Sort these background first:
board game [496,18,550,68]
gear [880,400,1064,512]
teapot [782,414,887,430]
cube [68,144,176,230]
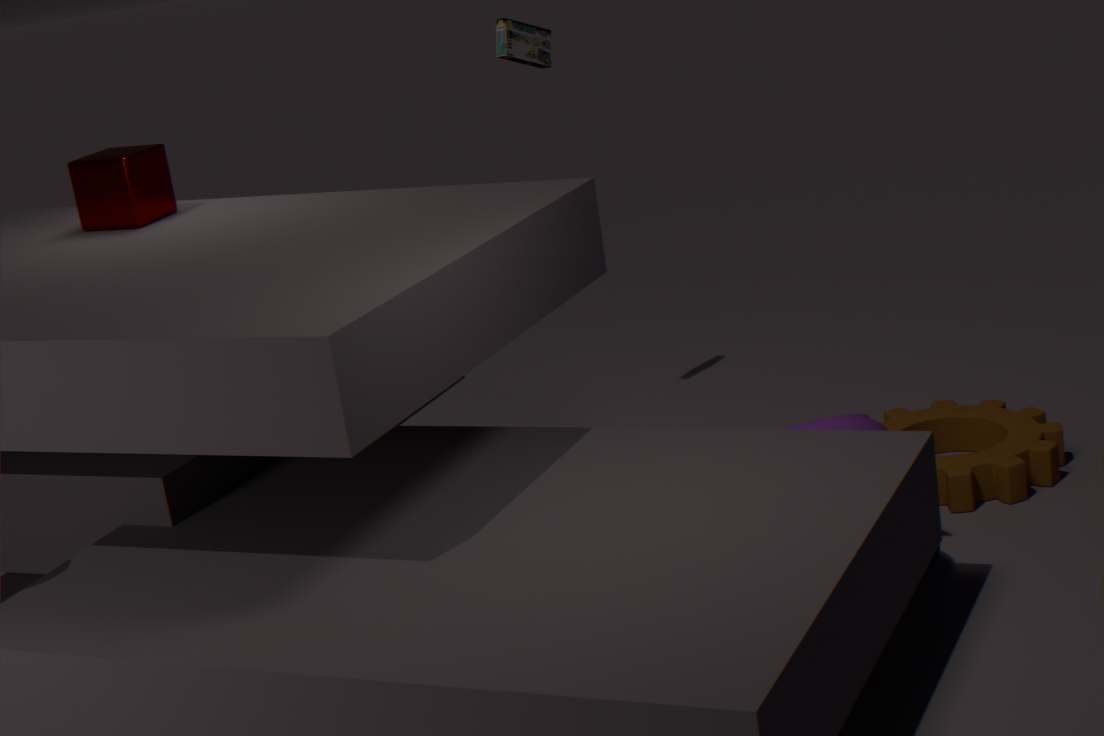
1. board game [496,18,550,68]
2. cube [68,144,176,230]
3. gear [880,400,1064,512]
4. teapot [782,414,887,430]
